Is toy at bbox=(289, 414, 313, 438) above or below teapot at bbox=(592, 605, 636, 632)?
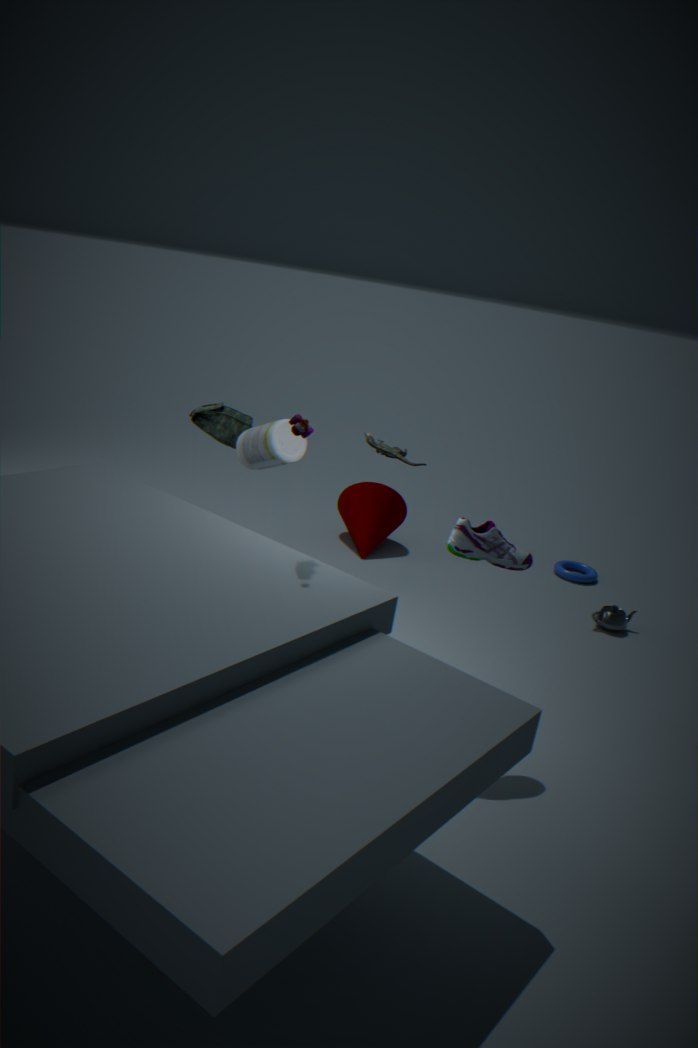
above
